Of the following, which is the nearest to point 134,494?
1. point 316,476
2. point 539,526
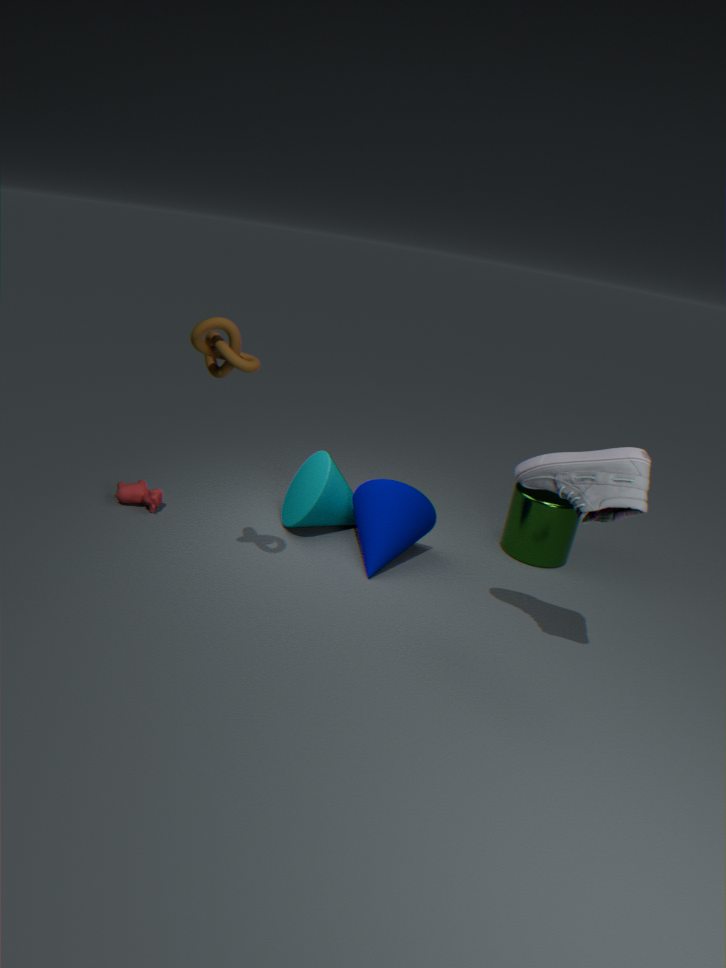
point 316,476
